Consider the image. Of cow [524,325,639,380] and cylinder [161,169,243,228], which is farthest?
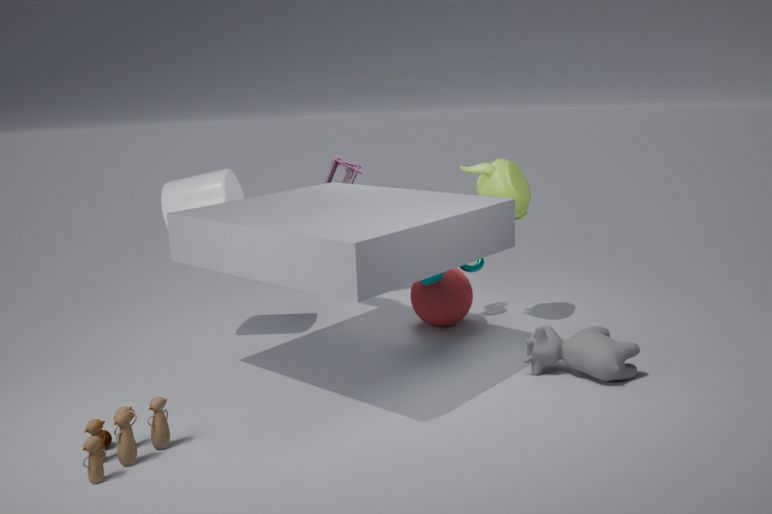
cylinder [161,169,243,228]
